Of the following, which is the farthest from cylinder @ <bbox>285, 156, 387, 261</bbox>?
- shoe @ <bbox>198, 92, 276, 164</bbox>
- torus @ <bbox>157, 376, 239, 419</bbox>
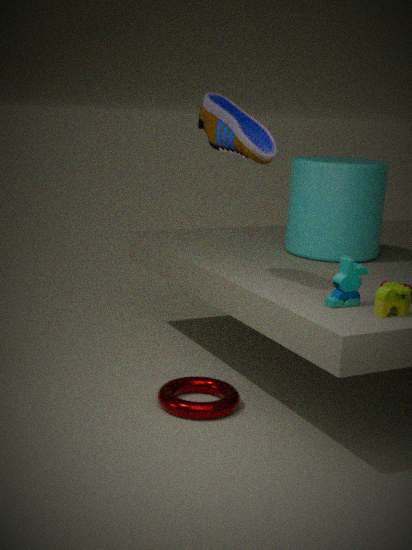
torus @ <bbox>157, 376, 239, 419</bbox>
